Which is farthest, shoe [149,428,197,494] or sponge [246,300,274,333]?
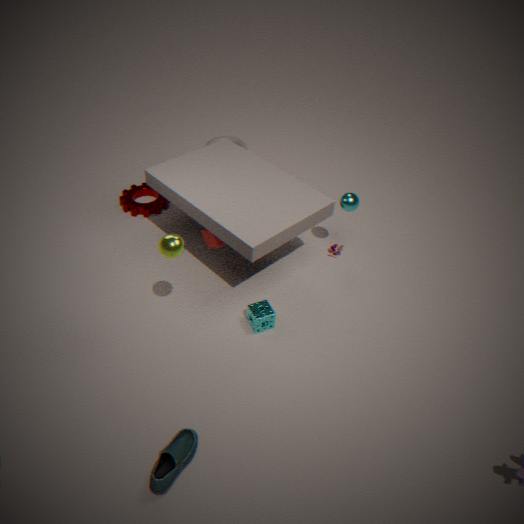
sponge [246,300,274,333]
